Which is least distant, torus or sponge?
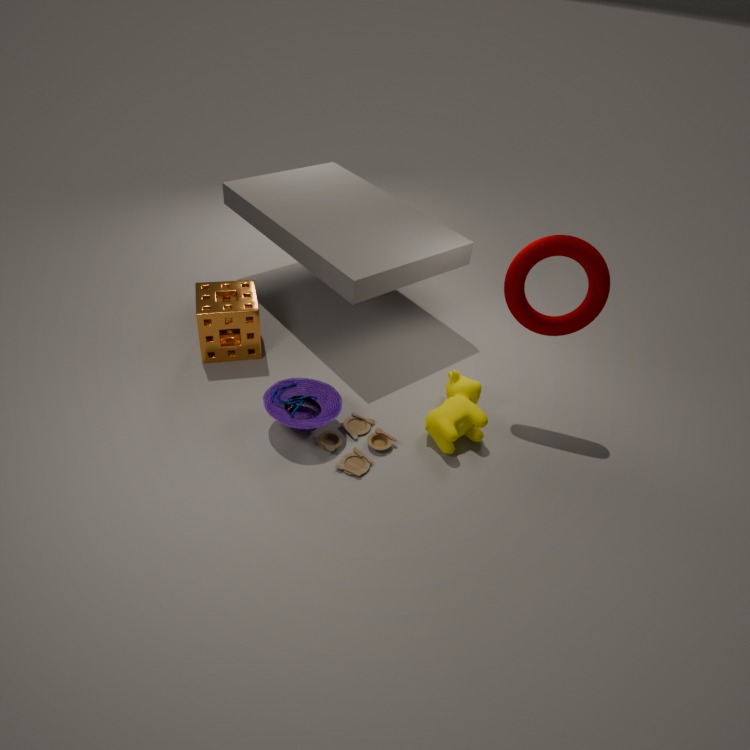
torus
